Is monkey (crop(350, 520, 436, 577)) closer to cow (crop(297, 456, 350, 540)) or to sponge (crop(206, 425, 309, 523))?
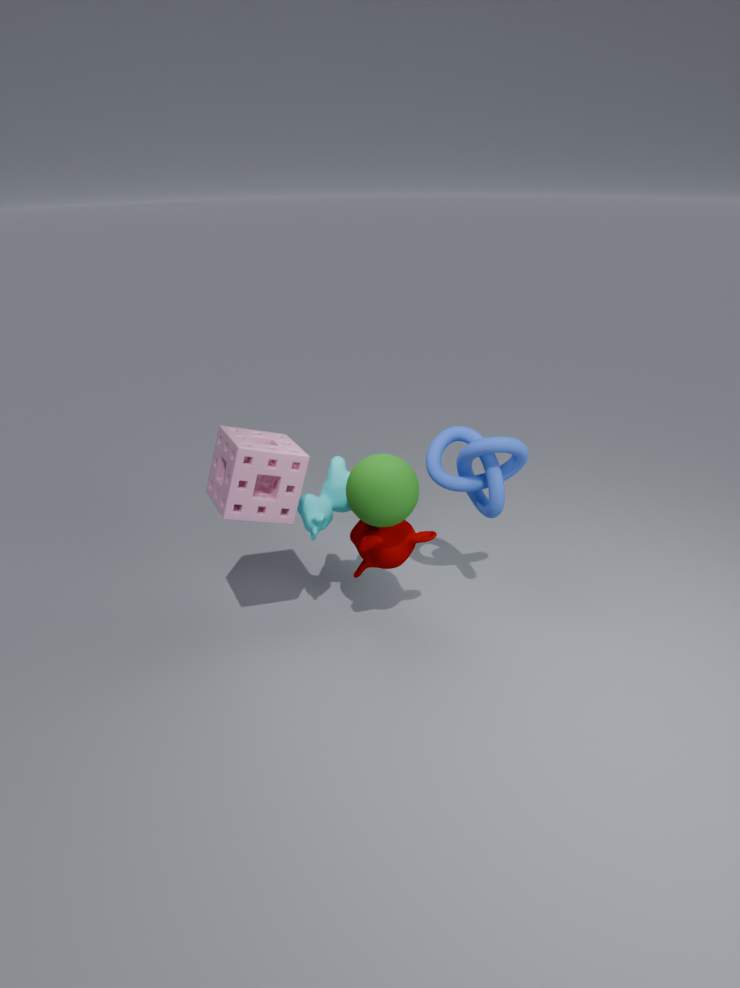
cow (crop(297, 456, 350, 540))
